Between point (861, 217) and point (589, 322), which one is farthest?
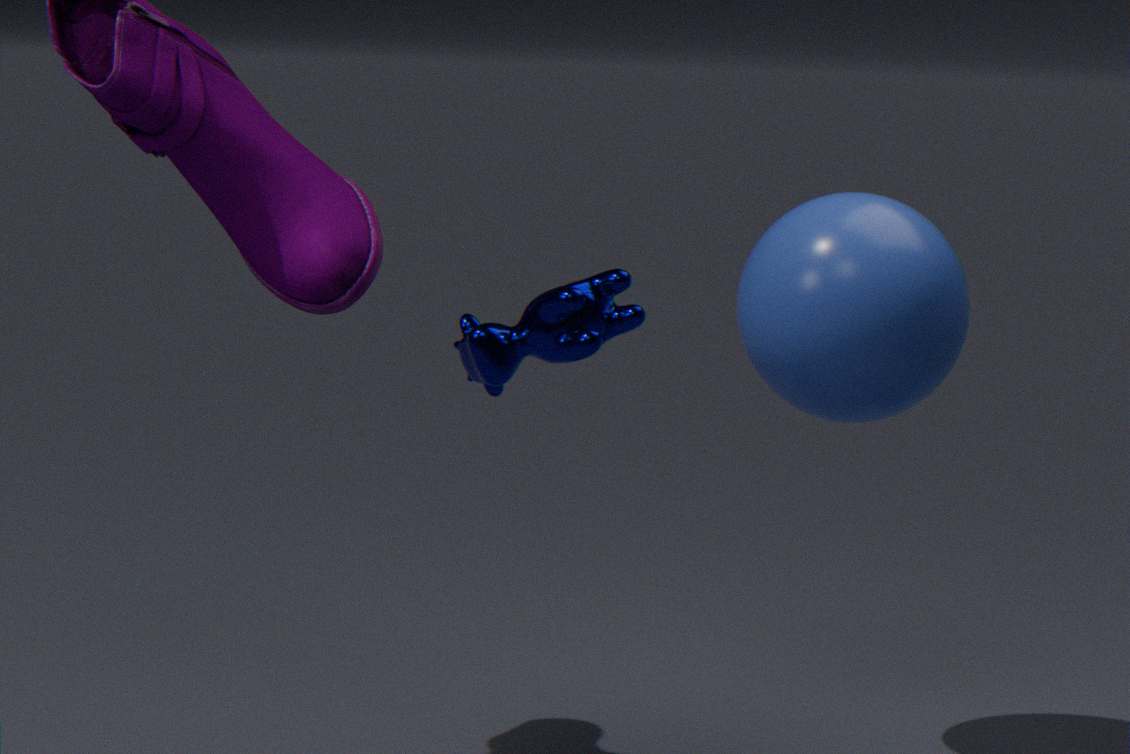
point (861, 217)
